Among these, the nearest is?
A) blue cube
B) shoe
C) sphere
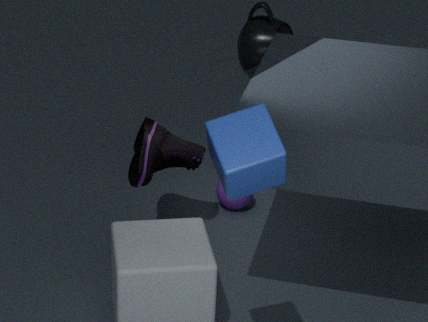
A. blue cube
